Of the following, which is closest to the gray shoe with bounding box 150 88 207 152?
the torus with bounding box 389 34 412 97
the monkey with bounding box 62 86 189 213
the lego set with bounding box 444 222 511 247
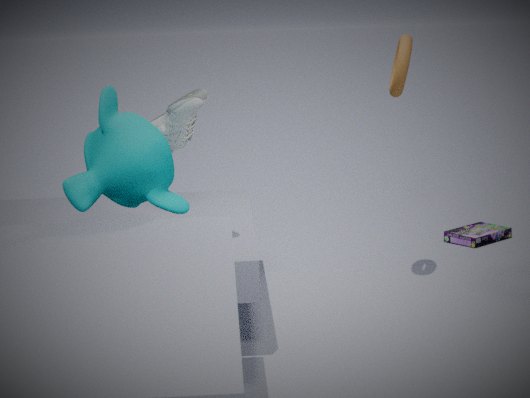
the monkey with bounding box 62 86 189 213
